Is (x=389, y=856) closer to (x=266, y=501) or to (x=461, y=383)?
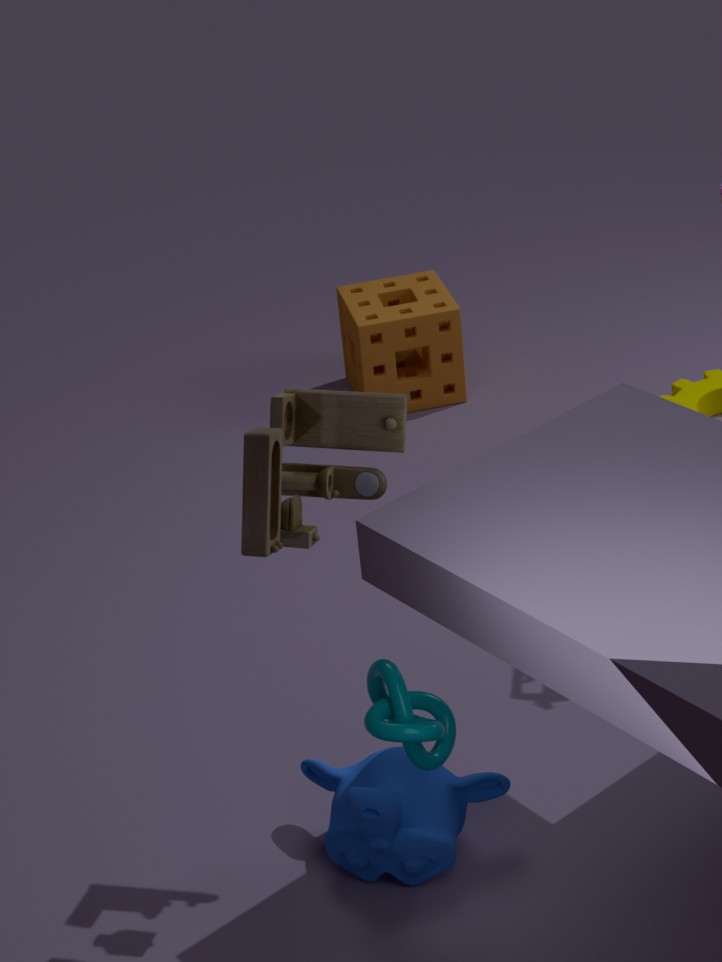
(x=266, y=501)
